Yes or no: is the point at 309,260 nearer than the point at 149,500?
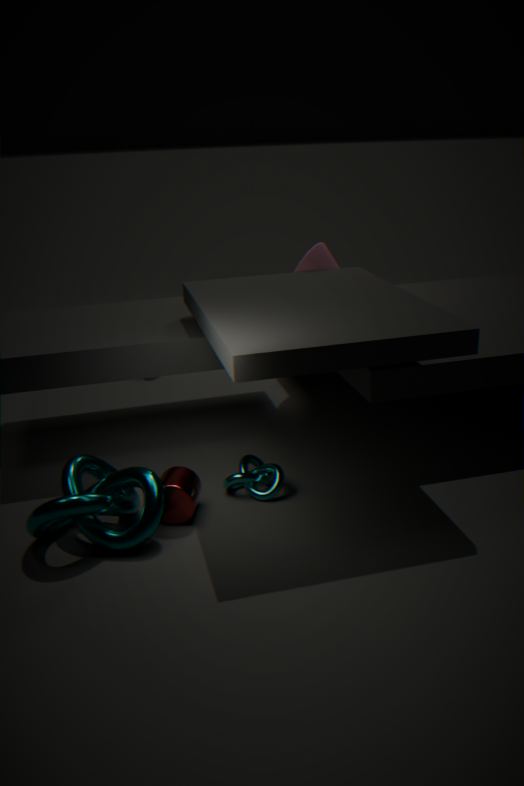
No
